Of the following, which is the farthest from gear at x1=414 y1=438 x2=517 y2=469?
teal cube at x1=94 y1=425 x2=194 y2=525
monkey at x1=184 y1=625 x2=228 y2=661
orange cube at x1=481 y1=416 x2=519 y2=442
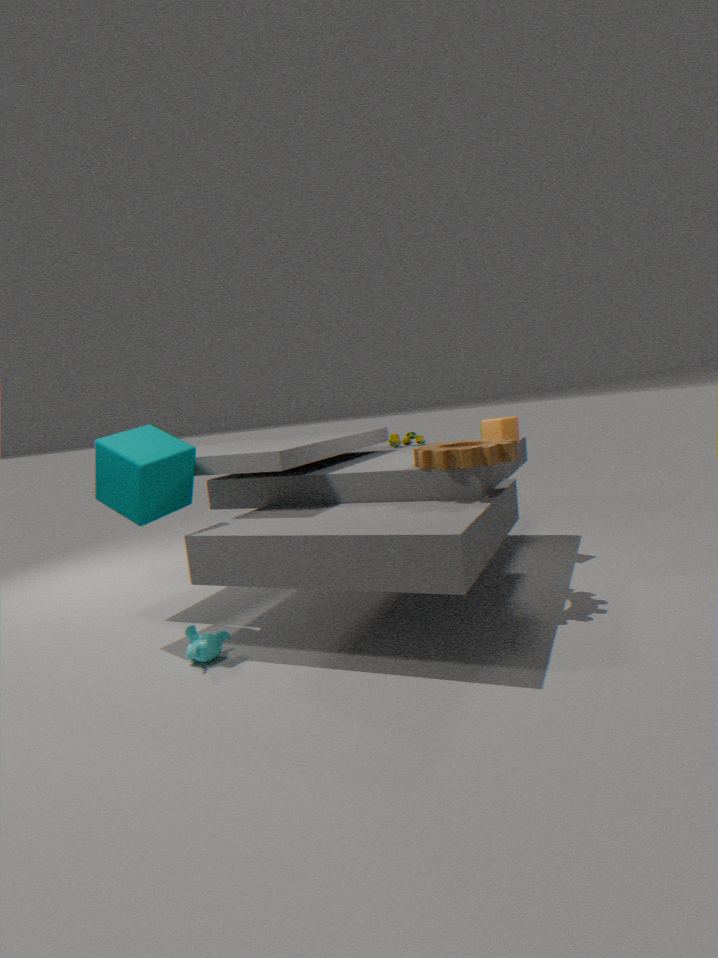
monkey at x1=184 y1=625 x2=228 y2=661
